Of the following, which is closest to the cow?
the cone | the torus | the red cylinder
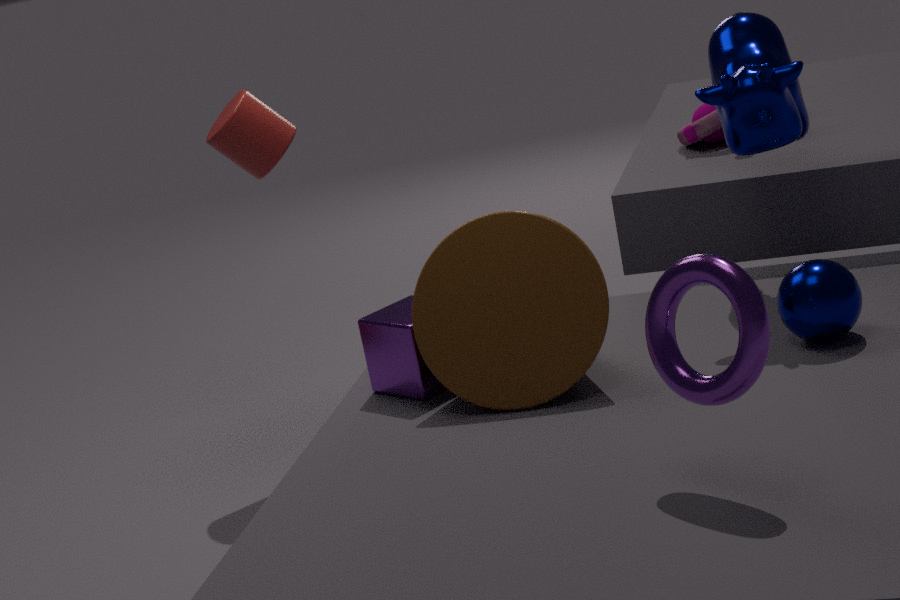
the cone
